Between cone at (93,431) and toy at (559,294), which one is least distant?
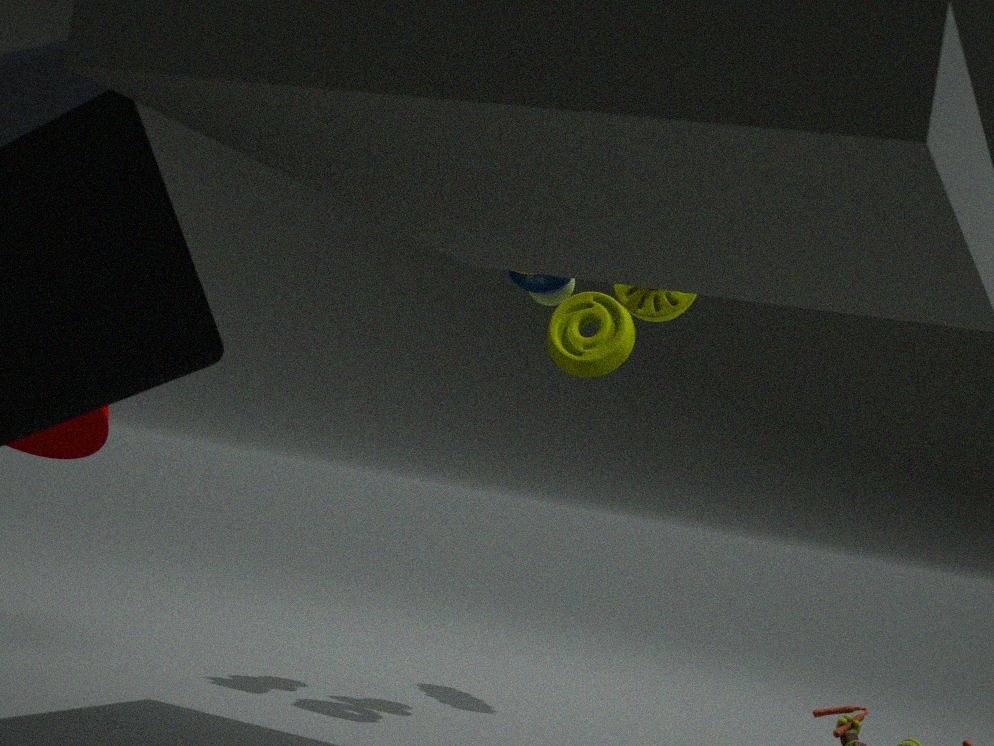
toy at (559,294)
